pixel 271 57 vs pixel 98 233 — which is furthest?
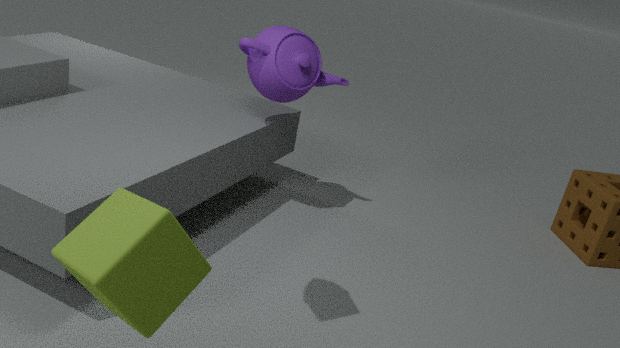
pixel 271 57
